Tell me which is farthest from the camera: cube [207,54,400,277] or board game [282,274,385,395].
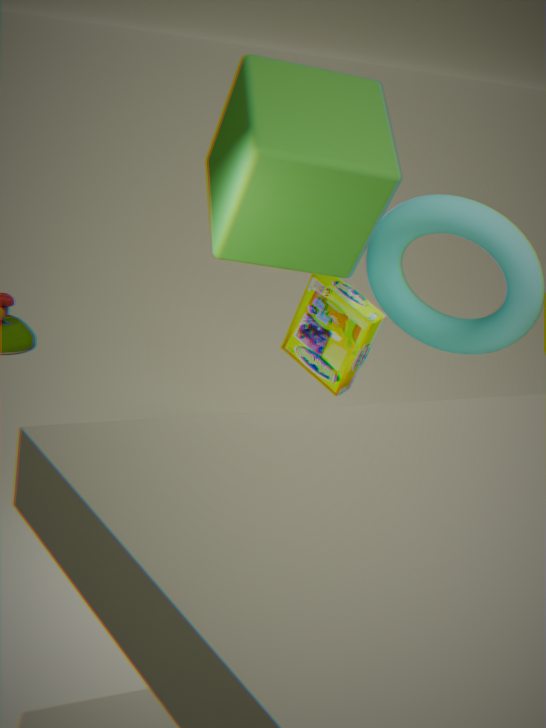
board game [282,274,385,395]
